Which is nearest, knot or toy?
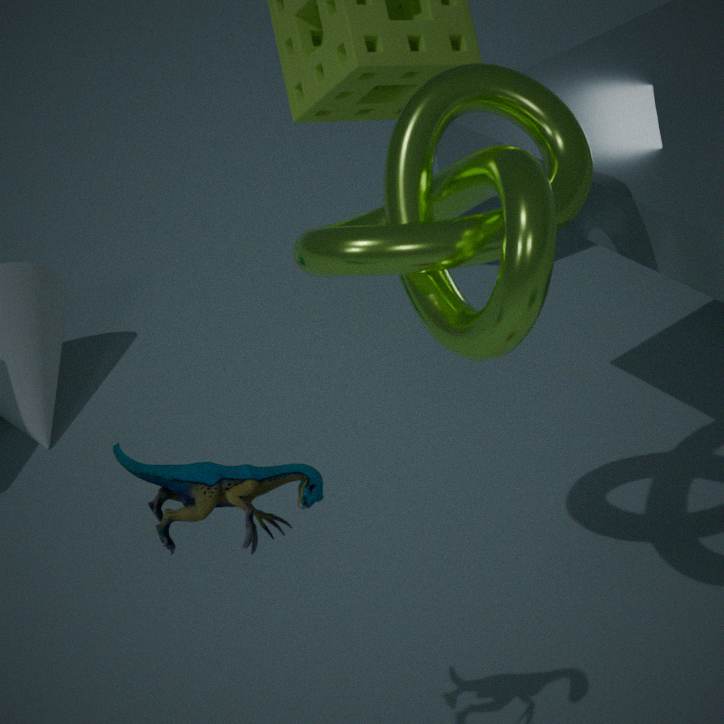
toy
